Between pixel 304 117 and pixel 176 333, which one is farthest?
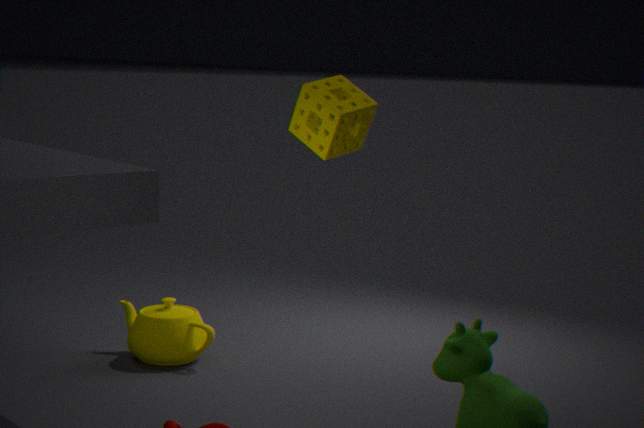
pixel 176 333
